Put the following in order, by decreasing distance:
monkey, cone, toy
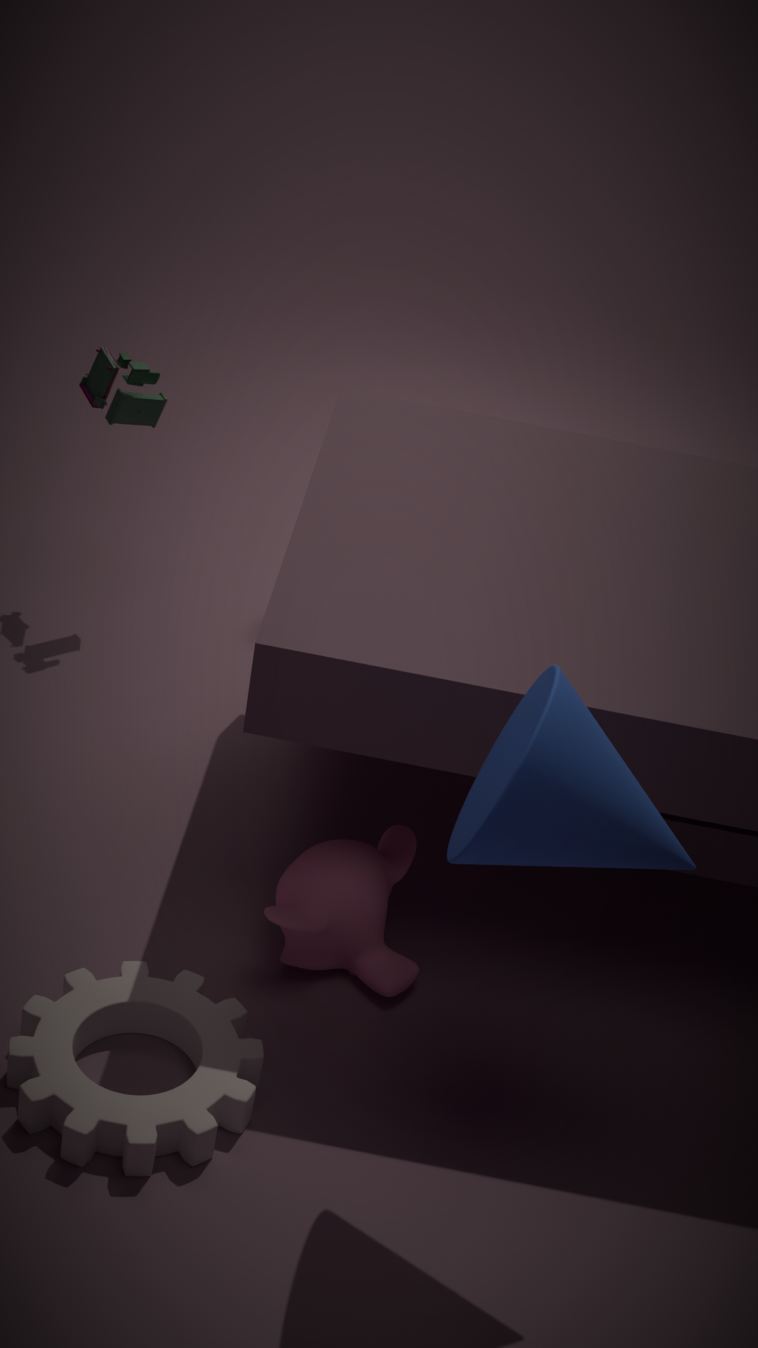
toy, monkey, cone
